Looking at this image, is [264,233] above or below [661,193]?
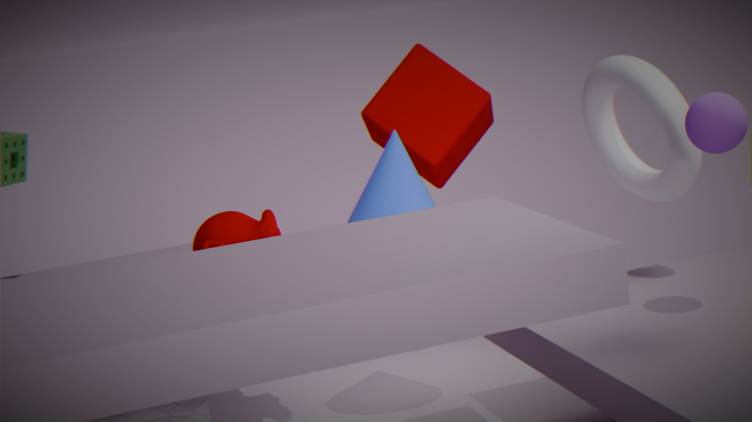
below
